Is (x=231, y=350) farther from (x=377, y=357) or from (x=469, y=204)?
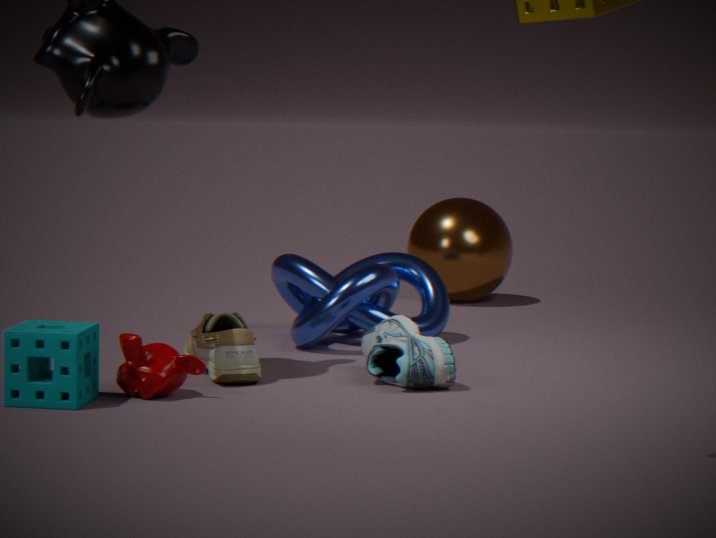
(x=469, y=204)
